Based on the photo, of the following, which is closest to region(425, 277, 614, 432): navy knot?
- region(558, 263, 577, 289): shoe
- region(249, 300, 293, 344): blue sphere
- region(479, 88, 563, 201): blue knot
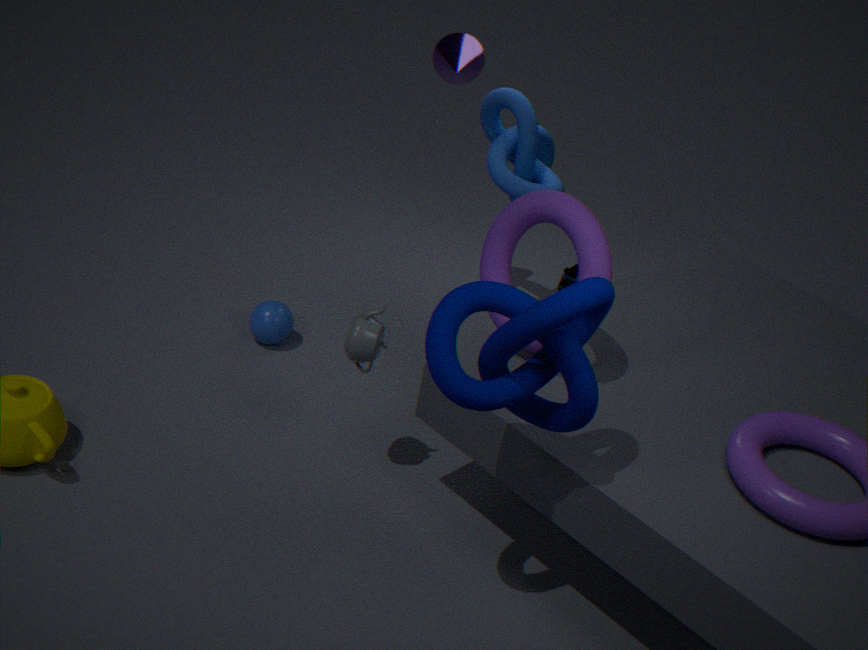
region(479, 88, 563, 201): blue knot
